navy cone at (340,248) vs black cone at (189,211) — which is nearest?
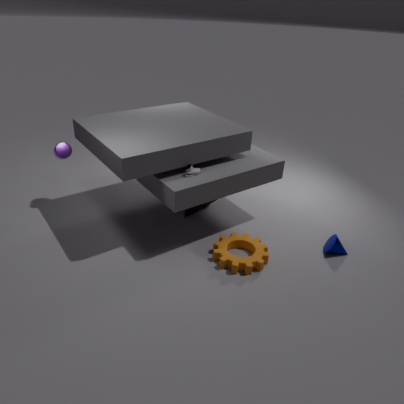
navy cone at (340,248)
